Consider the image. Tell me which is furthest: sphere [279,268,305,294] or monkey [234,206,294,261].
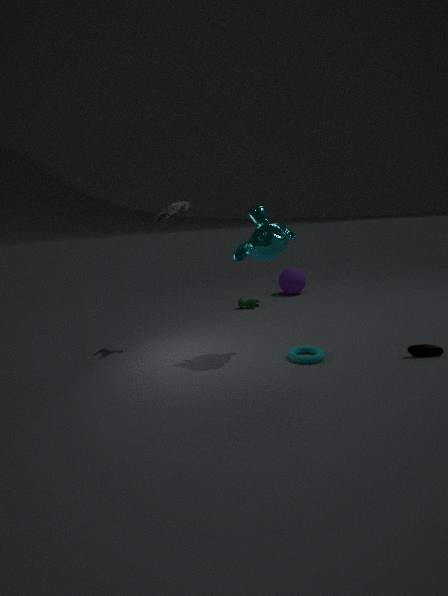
sphere [279,268,305,294]
